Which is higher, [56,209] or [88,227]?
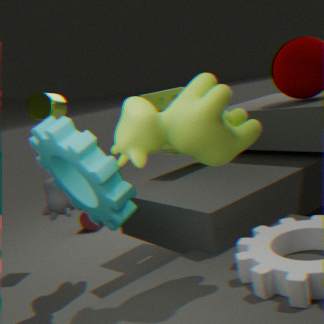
[56,209]
